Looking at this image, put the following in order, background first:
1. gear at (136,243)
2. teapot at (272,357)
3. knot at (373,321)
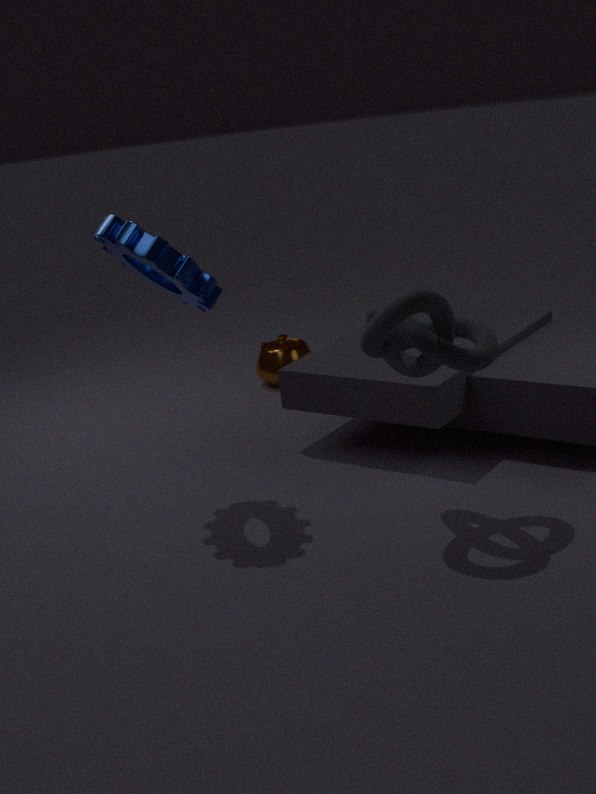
1. teapot at (272,357)
2. gear at (136,243)
3. knot at (373,321)
